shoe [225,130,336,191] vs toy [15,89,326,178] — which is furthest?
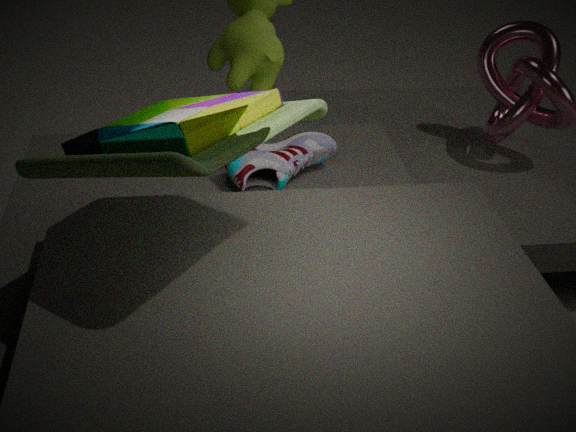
shoe [225,130,336,191]
